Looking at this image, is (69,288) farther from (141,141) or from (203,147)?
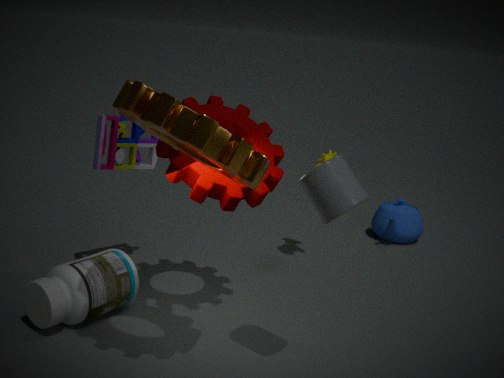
(203,147)
